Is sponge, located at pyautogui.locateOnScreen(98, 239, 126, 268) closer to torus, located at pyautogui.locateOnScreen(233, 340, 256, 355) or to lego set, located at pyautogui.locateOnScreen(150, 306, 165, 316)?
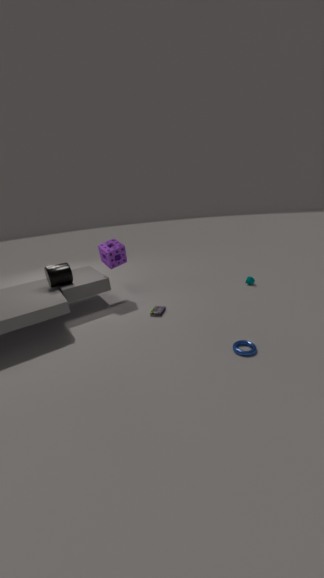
lego set, located at pyautogui.locateOnScreen(150, 306, 165, 316)
